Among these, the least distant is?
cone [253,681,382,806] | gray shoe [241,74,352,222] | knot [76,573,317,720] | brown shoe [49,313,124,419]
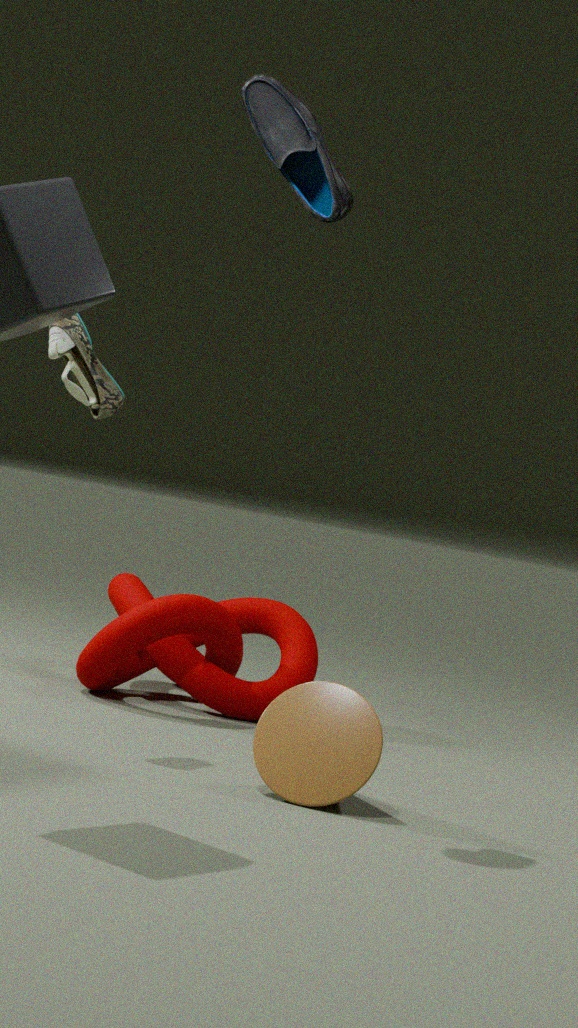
cone [253,681,382,806]
